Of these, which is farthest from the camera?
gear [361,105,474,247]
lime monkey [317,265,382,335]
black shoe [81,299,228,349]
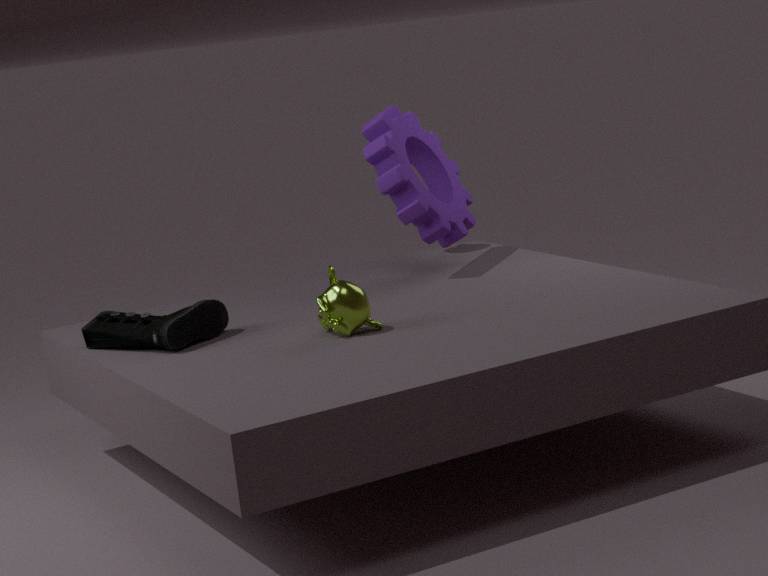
gear [361,105,474,247]
